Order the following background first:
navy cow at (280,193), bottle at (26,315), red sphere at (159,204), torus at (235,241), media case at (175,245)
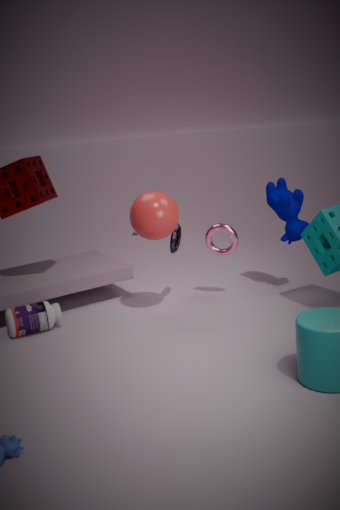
torus at (235,241), navy cow at (280,193), media case at (175,245), bottle at (26,315), red sphere at (159,204)
